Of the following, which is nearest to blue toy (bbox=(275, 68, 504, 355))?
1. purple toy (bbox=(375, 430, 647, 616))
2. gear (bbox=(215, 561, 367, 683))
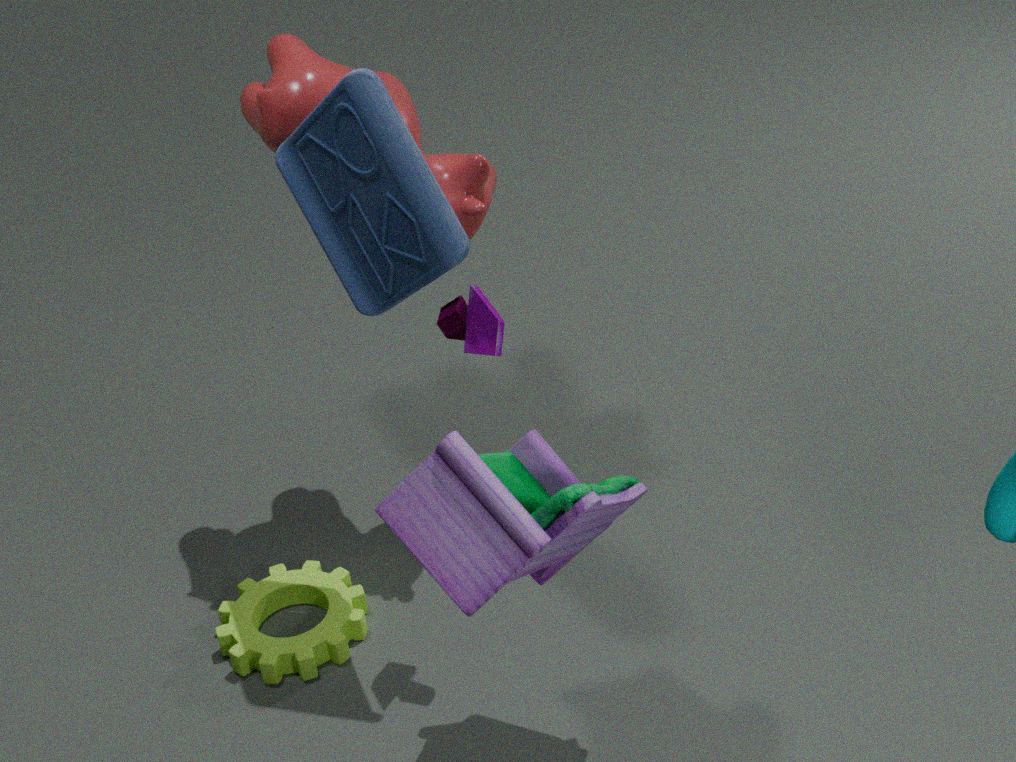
purple toy (bbox=(375, 430, 647, 616))
